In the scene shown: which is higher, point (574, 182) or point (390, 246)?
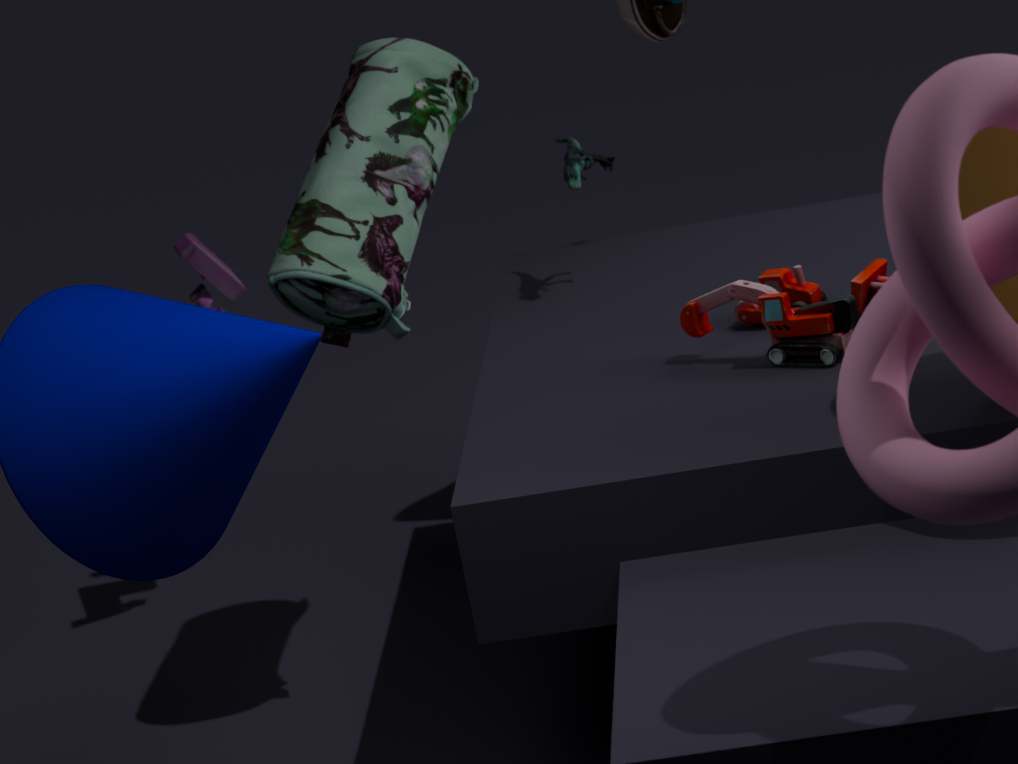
point (390, 246)
